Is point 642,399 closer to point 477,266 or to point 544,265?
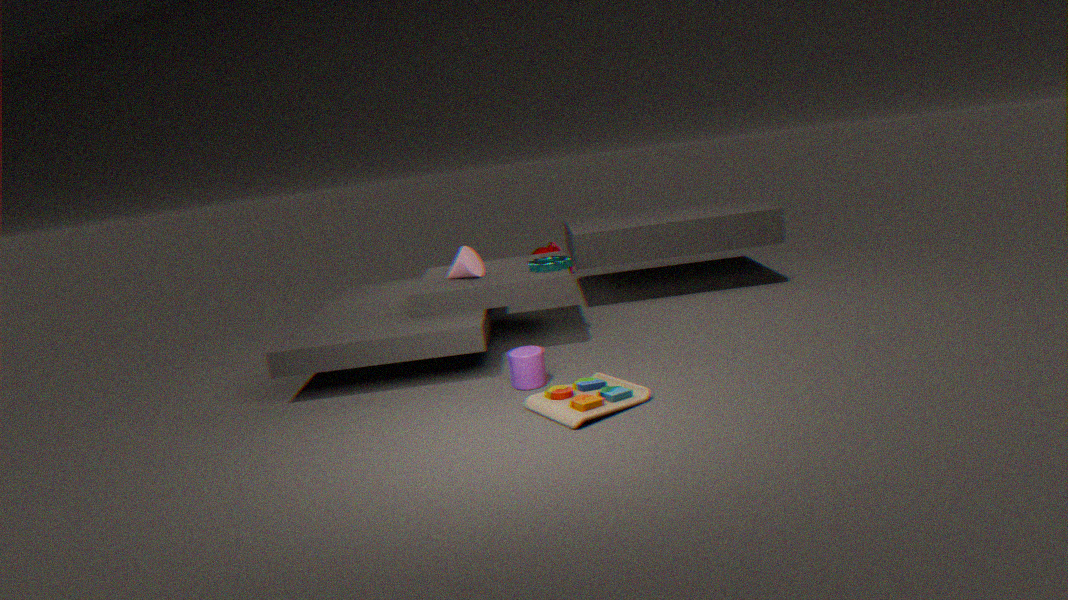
point 544,265
